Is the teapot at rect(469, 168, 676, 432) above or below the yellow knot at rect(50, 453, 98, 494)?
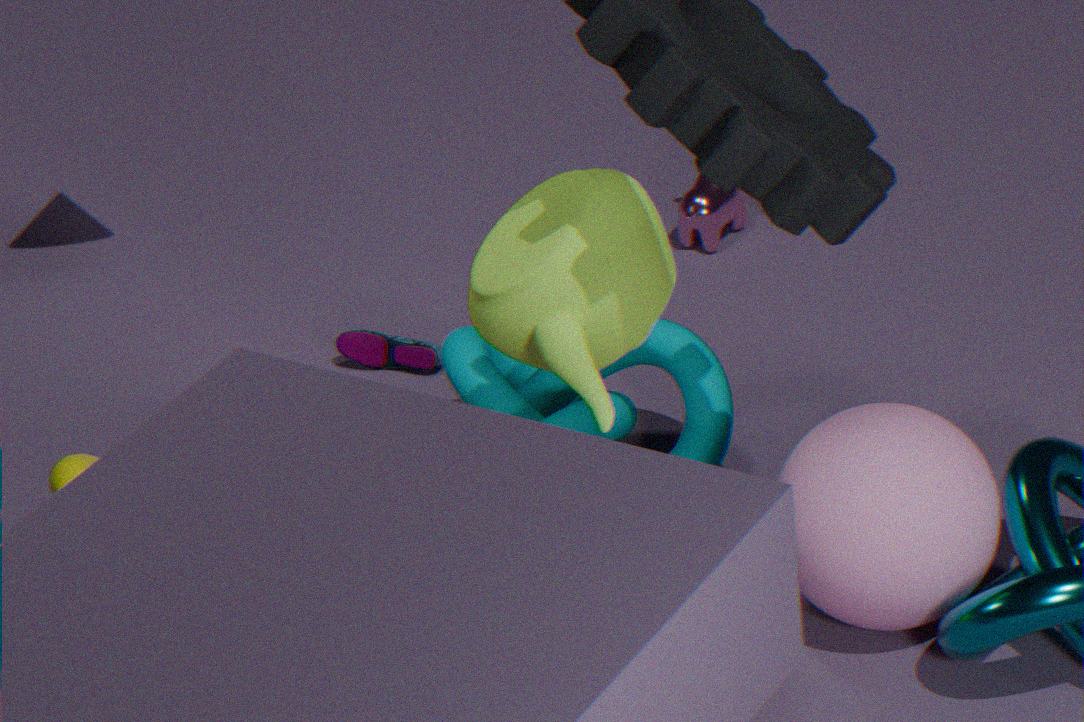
above
